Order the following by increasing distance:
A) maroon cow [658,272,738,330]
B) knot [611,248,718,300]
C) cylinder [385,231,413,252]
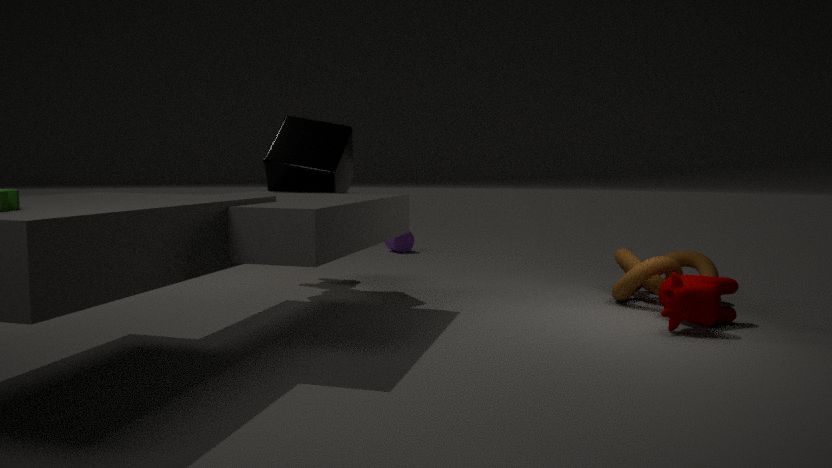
maroon cow [658,272,738,330]
knot [611,248,718,300]
cylinder [385,231,413,252]
